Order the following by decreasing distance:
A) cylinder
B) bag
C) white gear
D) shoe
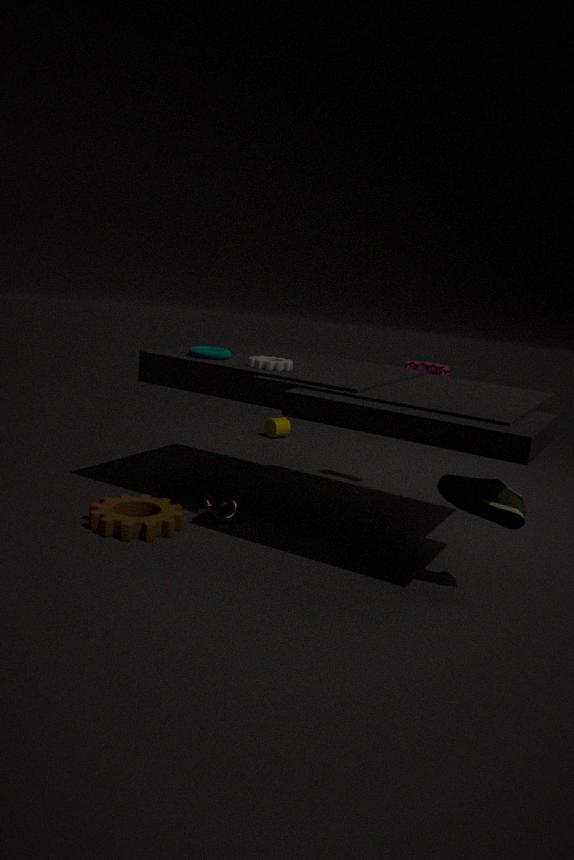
1. cylinder
2. bag
3. white gear
4. shoe
